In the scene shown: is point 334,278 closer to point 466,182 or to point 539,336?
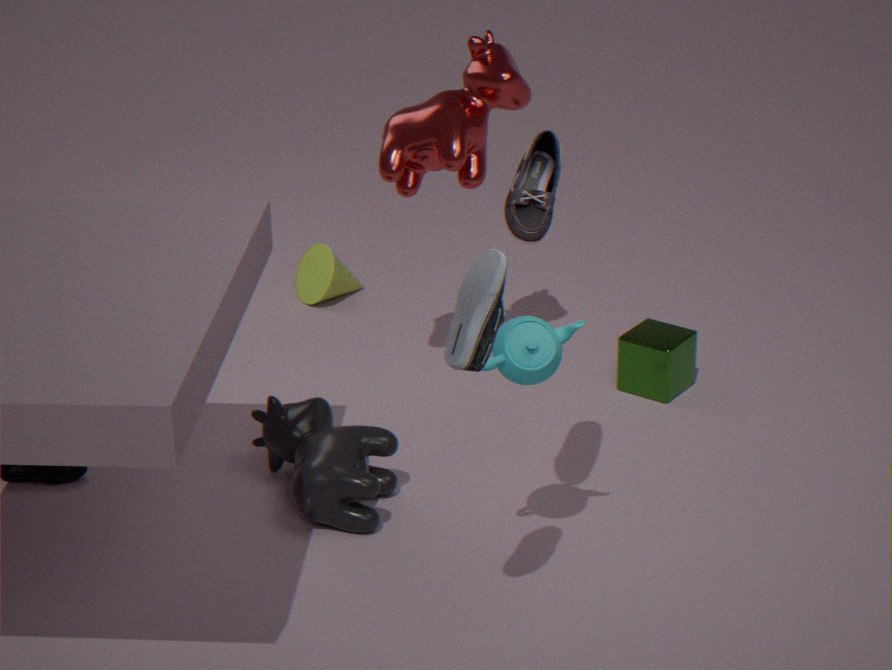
point 466,182
